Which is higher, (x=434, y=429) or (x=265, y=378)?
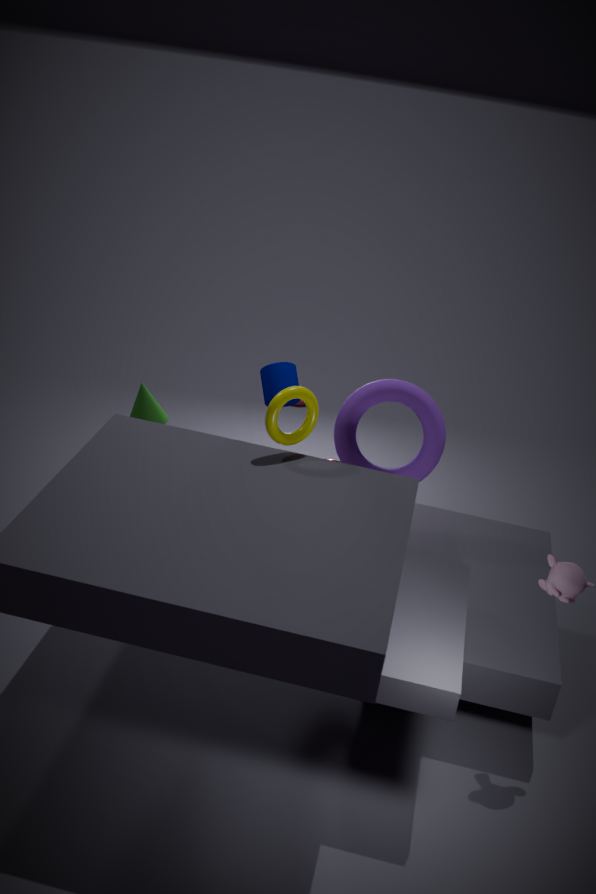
(x=265, y=378)
